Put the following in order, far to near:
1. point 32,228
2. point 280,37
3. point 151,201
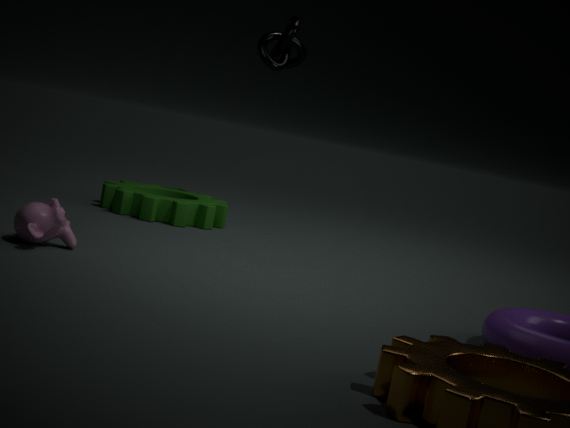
point 280,37 < point 151,201 < point 32,228
